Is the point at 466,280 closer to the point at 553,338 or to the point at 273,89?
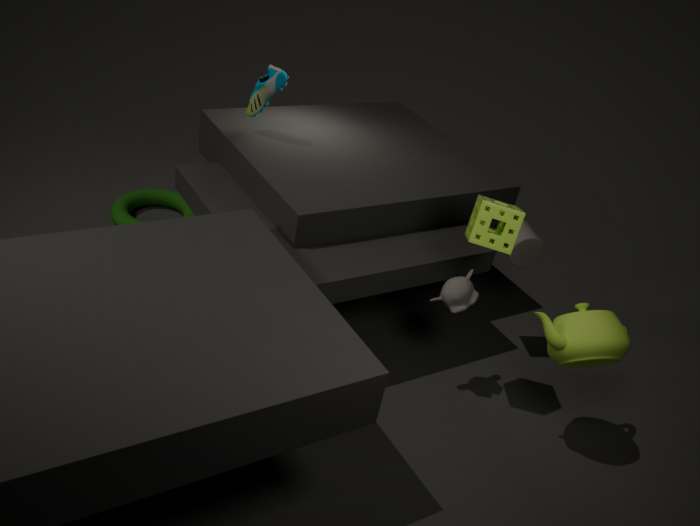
the point at 553,338
